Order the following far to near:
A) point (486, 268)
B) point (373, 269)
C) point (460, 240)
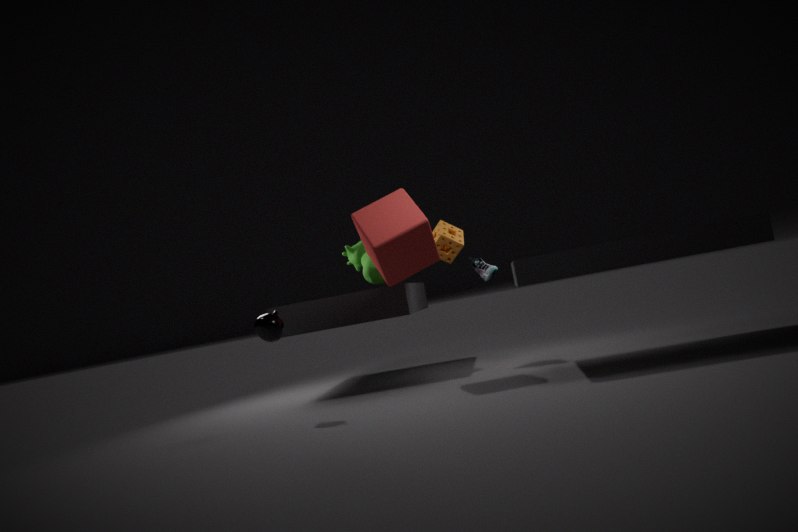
point (373, 269) < point (460, 240) < point (486, 268)
